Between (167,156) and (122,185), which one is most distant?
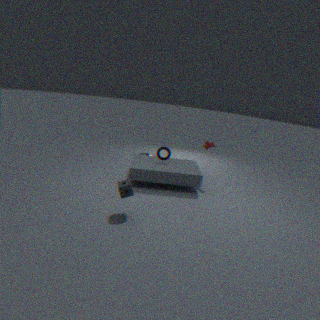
(167,156)
